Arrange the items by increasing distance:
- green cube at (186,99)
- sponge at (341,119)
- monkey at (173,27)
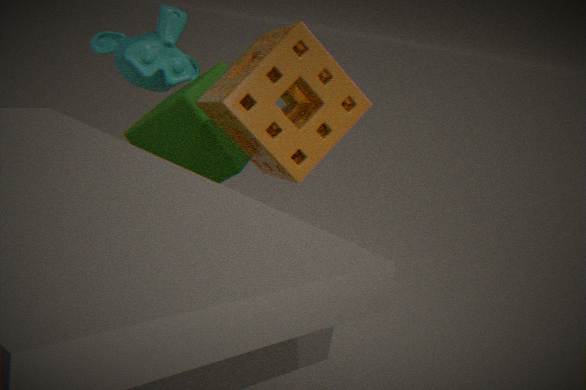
1. sponge at (341,119)
2. green cube at (186,99)
3. monkey at (173,27)
